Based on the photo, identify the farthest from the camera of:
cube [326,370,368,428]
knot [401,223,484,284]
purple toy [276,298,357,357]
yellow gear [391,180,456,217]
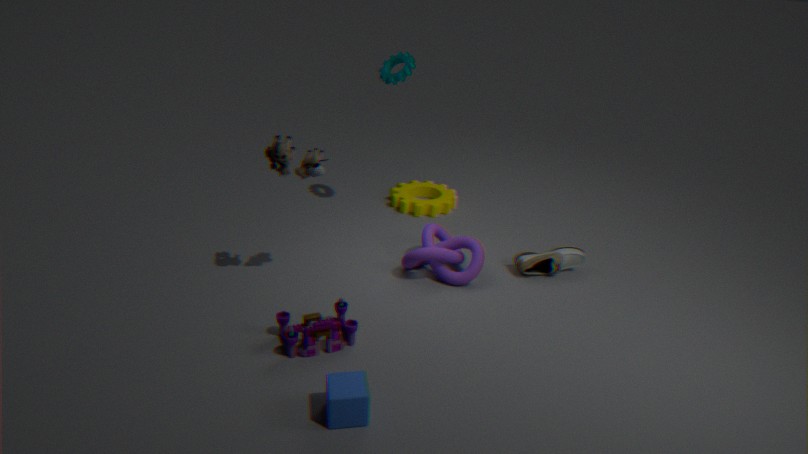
yellow gear [391,180,456,217]
